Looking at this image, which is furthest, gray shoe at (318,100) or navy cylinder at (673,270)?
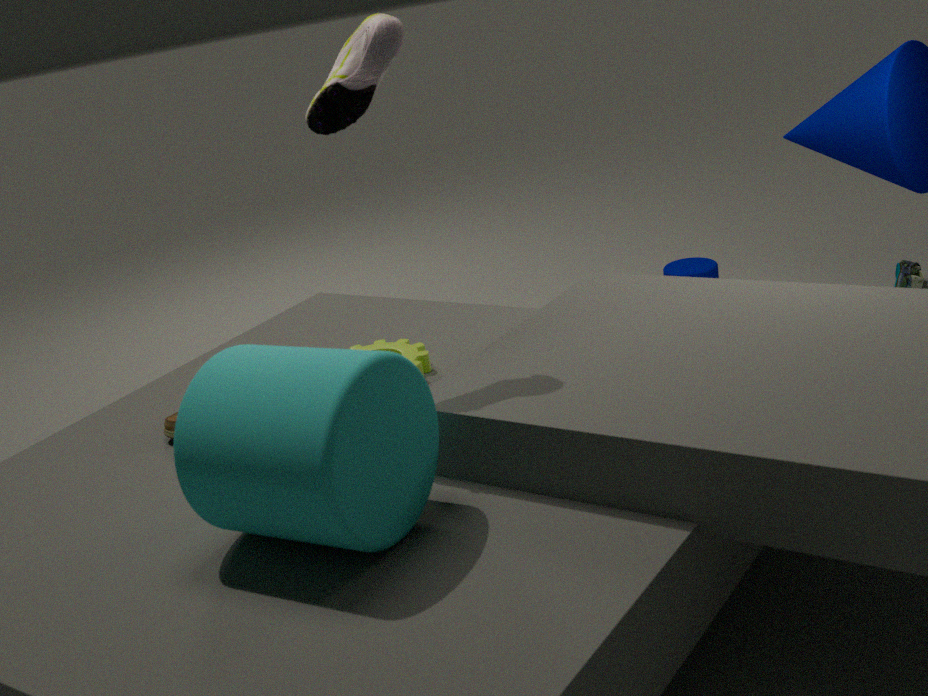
navy cylinder at (673,270)
